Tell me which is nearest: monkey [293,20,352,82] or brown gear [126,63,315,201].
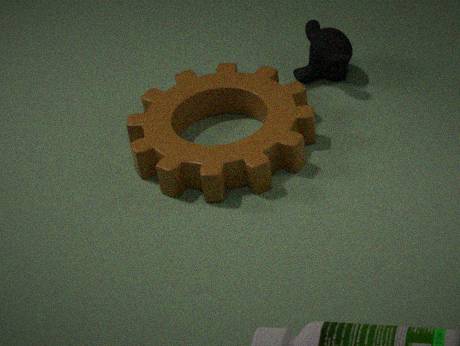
brown gear [126,63,315,201]
